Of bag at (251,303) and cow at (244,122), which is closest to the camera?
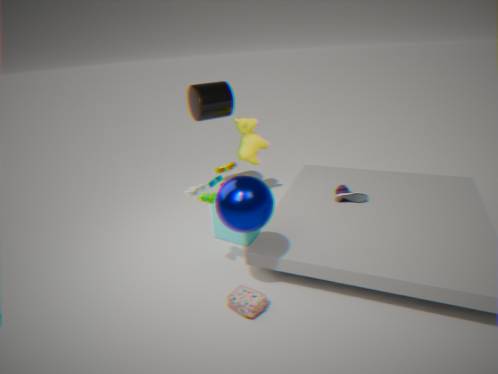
bag at (251,303)
